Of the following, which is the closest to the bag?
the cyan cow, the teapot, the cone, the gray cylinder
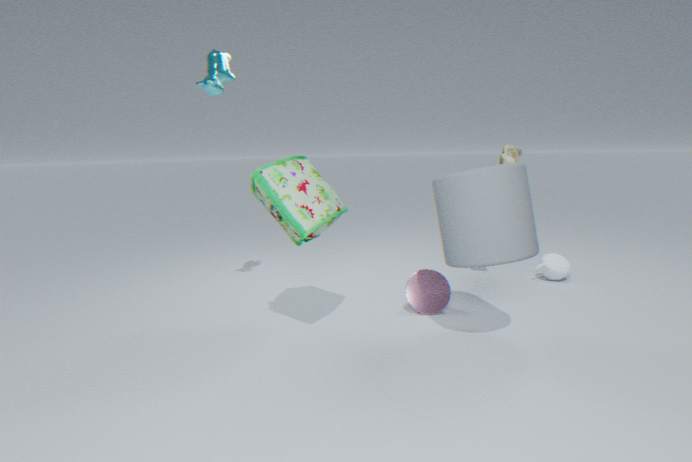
the gray cylinder
